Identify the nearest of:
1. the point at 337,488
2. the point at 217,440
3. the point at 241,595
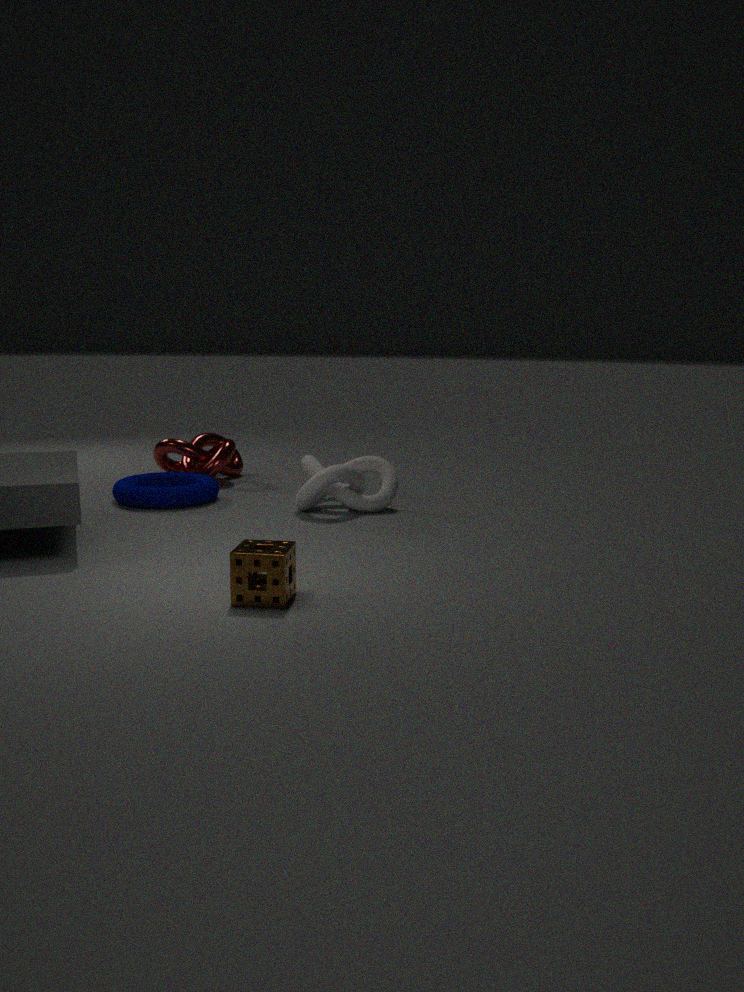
the point at 241,595
